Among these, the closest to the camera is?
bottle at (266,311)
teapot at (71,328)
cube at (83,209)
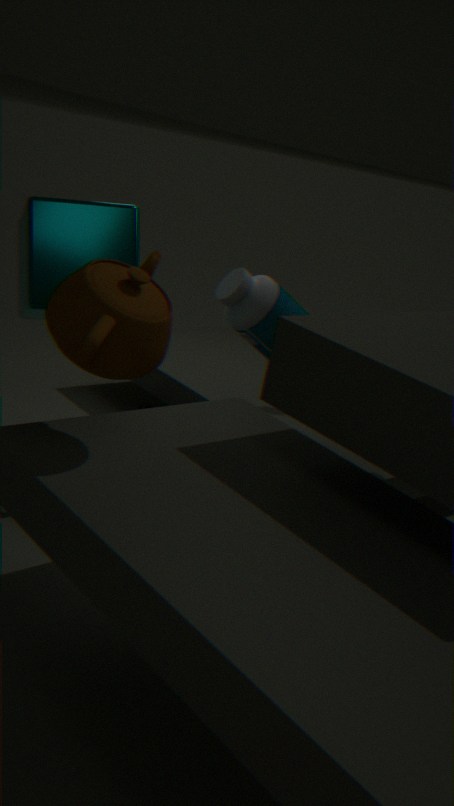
teapot at (71,328)
